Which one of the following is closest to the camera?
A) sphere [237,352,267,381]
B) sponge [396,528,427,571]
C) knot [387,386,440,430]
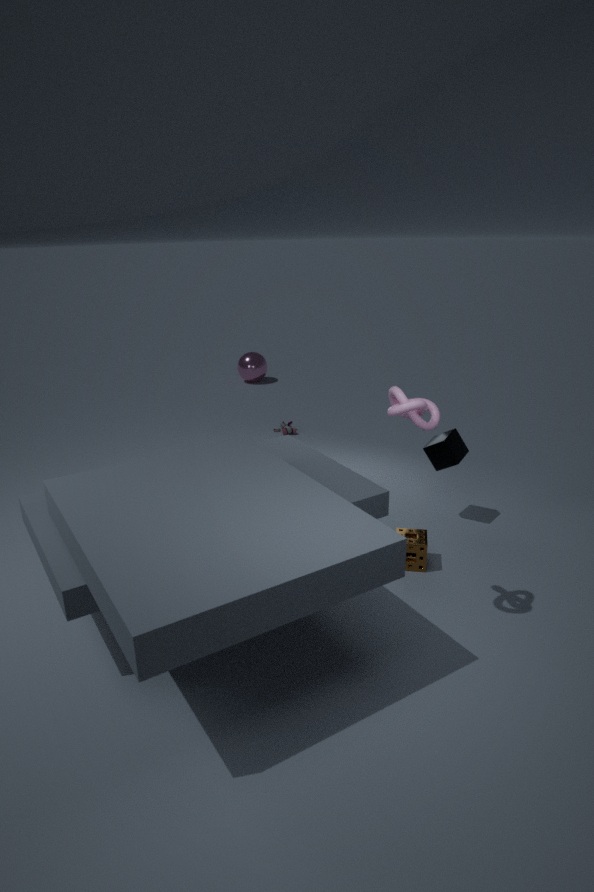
knot [387,386,440,430]
